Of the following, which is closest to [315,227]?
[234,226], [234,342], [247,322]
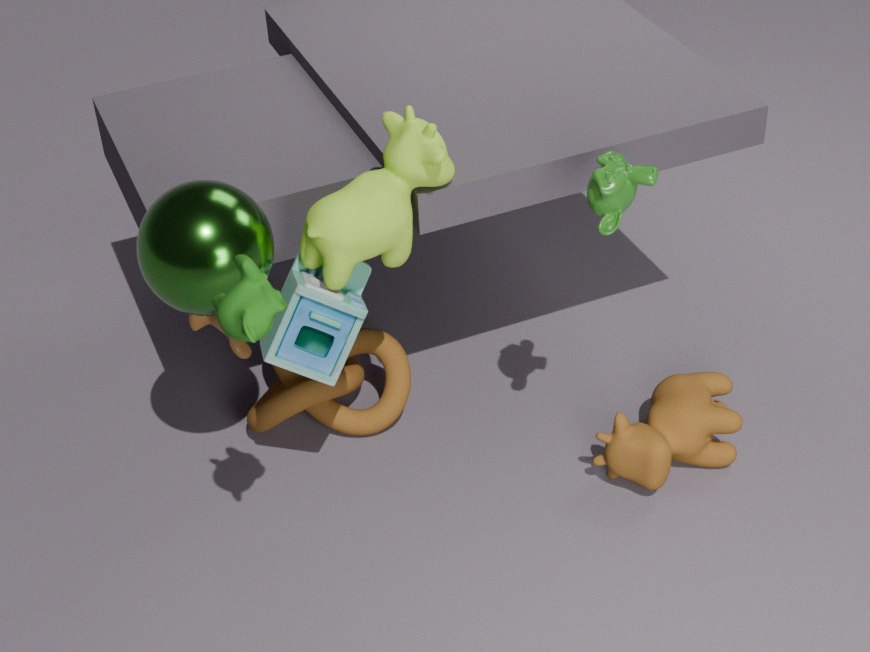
[234,226]
